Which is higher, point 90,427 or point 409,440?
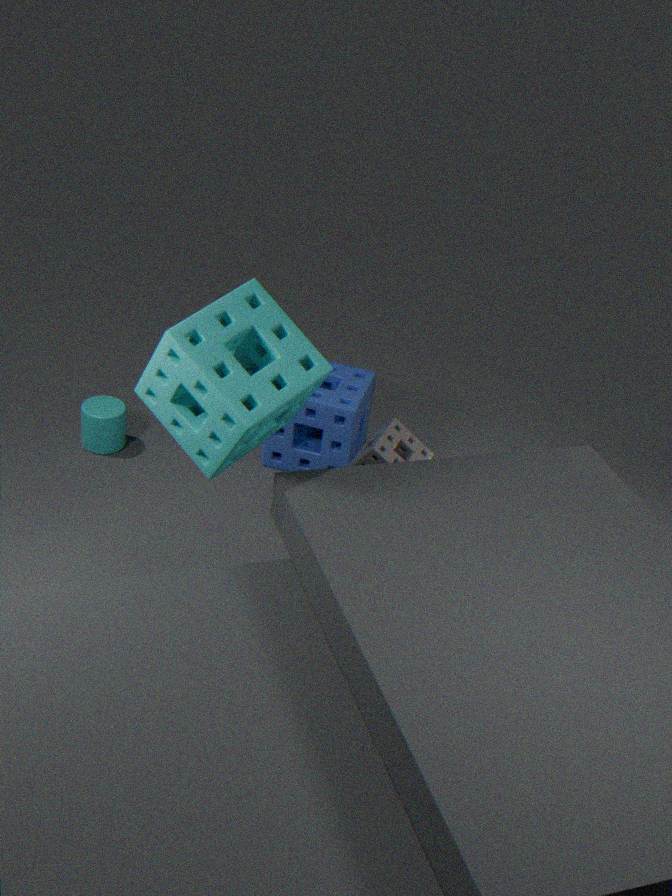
point 409,440
